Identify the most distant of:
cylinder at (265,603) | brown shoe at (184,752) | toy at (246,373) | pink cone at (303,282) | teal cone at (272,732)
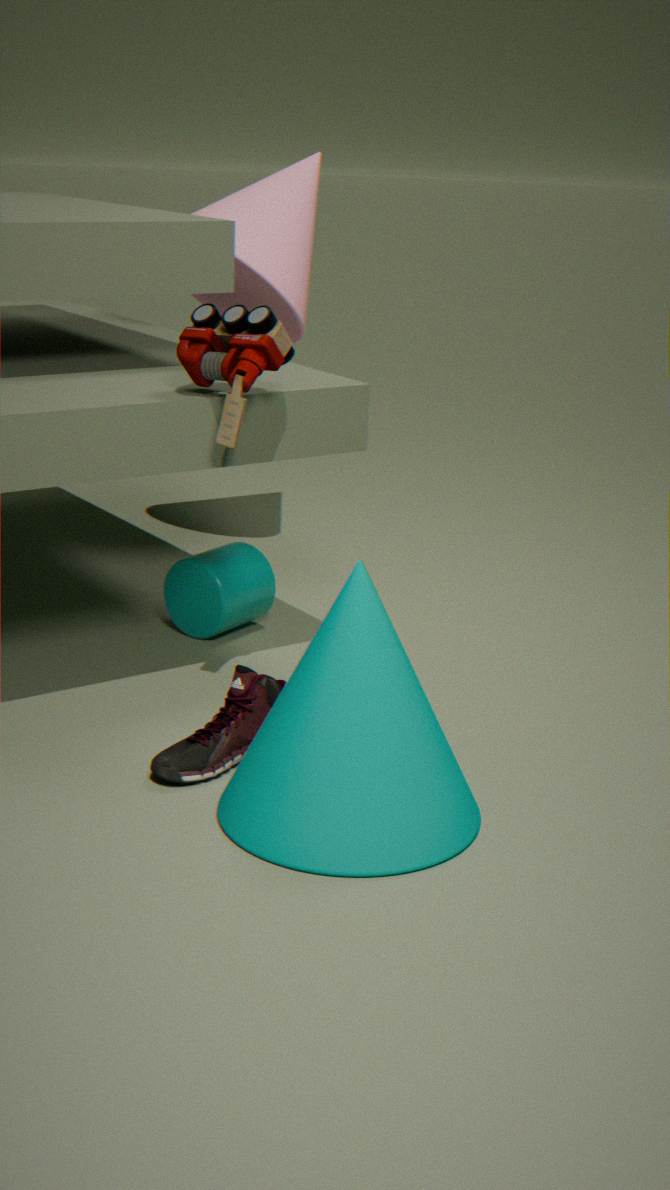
pink cone at (303,282)
